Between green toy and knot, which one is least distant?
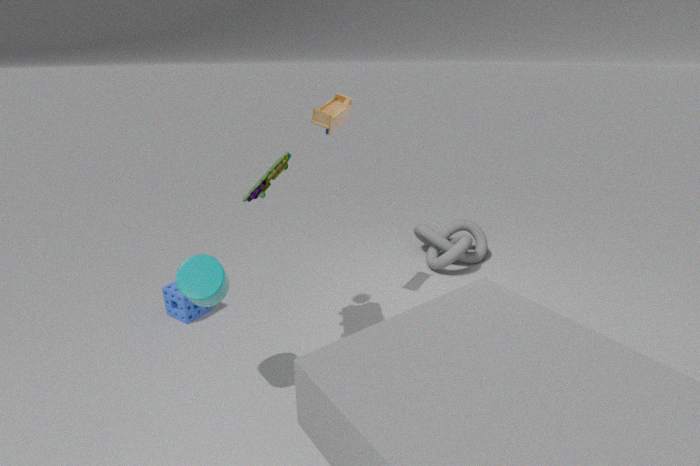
green toy
